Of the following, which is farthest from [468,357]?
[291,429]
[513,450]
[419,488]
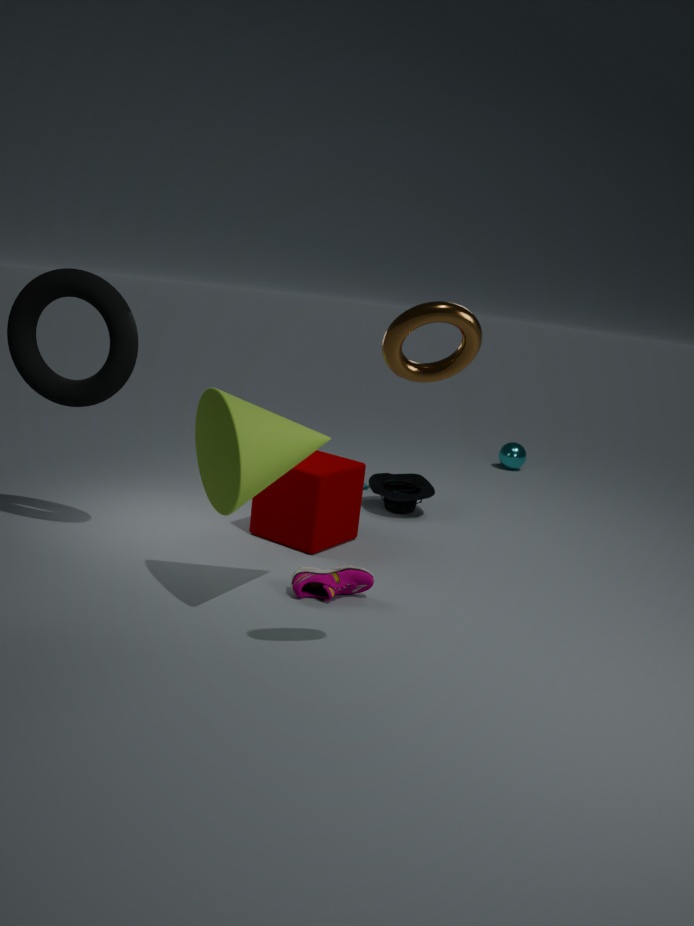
[513,450]
